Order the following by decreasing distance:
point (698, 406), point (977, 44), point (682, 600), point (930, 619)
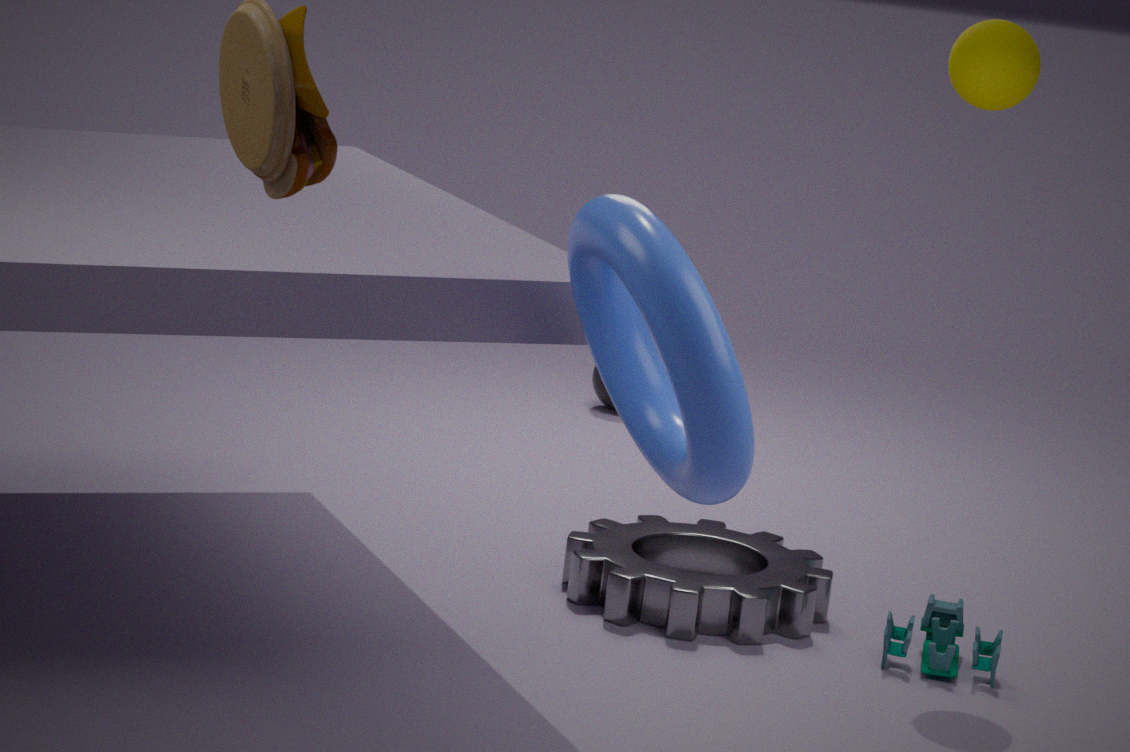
1. point (930, 619)
2. point (977, 44)
3. point (682, 600)
4. point (698, 406)
